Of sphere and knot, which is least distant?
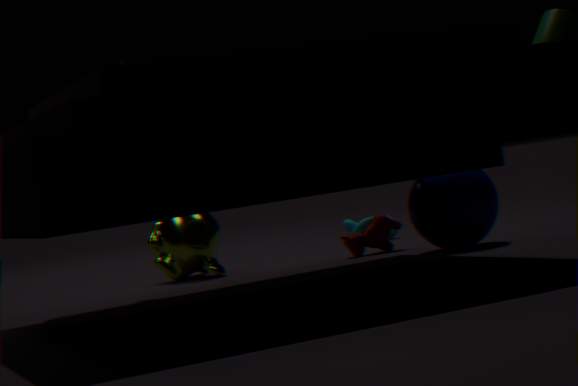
sphere
